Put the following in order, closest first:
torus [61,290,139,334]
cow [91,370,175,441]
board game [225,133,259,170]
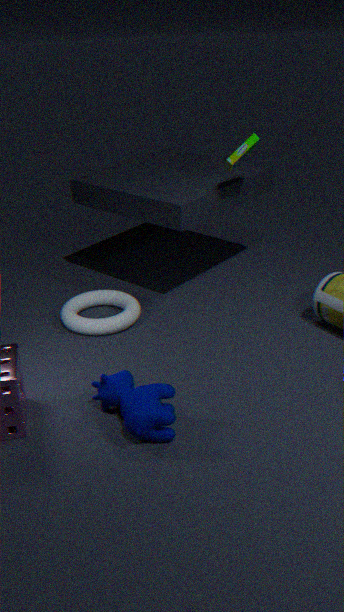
cow [91,370,175,441] → torus [61,290,139,334] → board game [225,133,259,170]
